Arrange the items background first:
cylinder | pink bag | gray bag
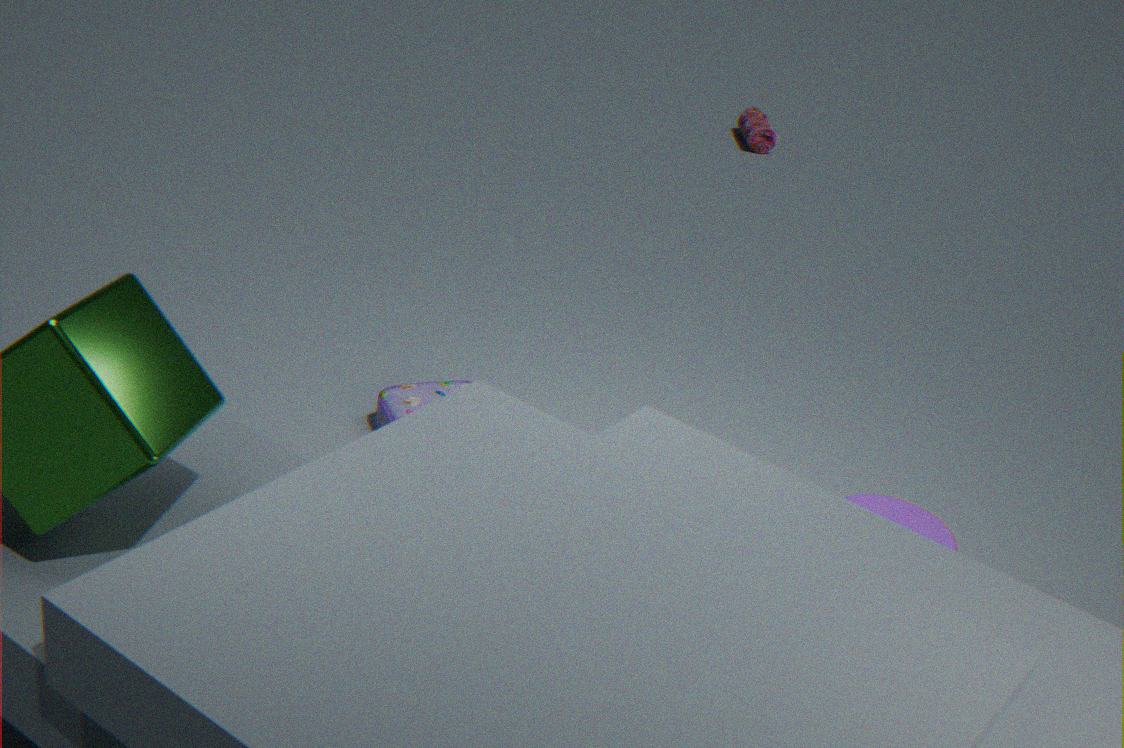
pink bag < gray bag < cylinder
